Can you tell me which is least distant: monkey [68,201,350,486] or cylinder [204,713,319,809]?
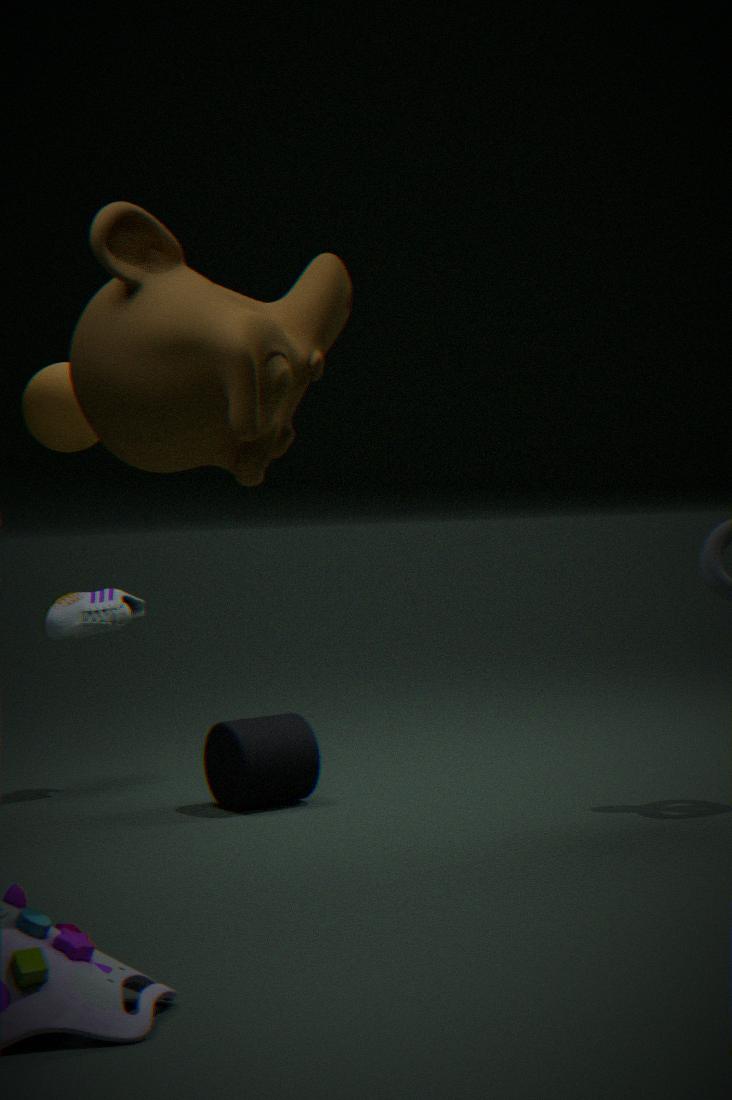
monkey [68,201,350,486]
